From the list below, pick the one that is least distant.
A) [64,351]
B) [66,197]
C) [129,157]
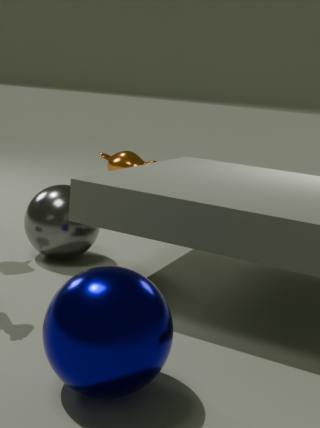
[64,351]
